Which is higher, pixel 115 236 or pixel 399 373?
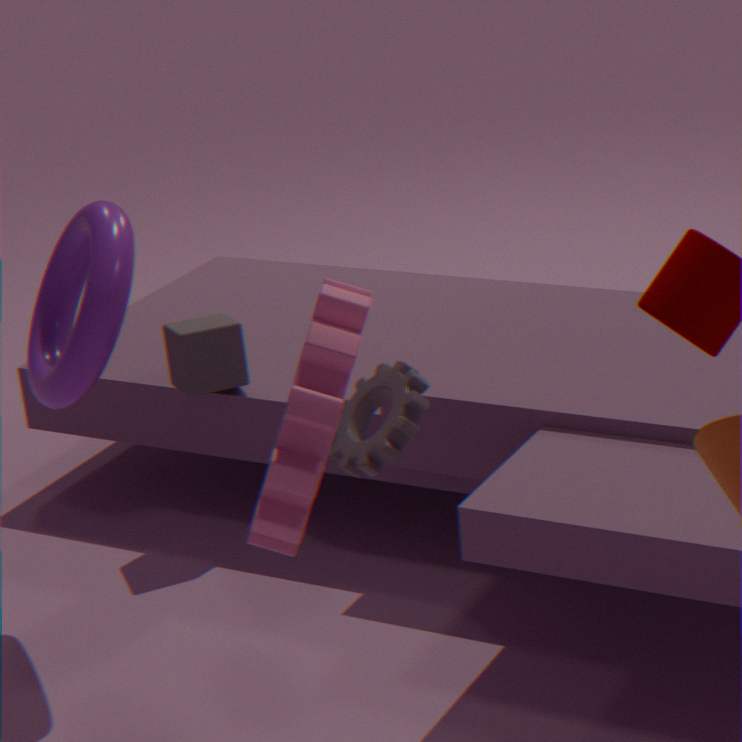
pixel 115 236
